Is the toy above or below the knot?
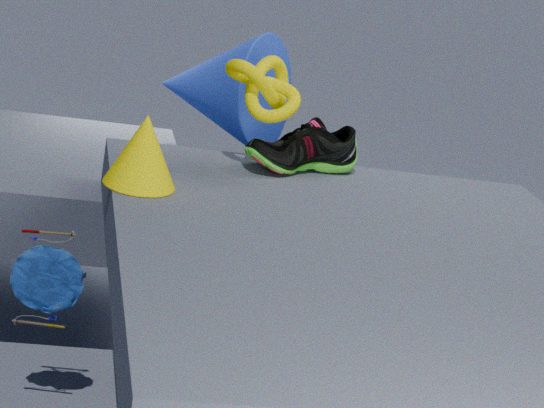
below
